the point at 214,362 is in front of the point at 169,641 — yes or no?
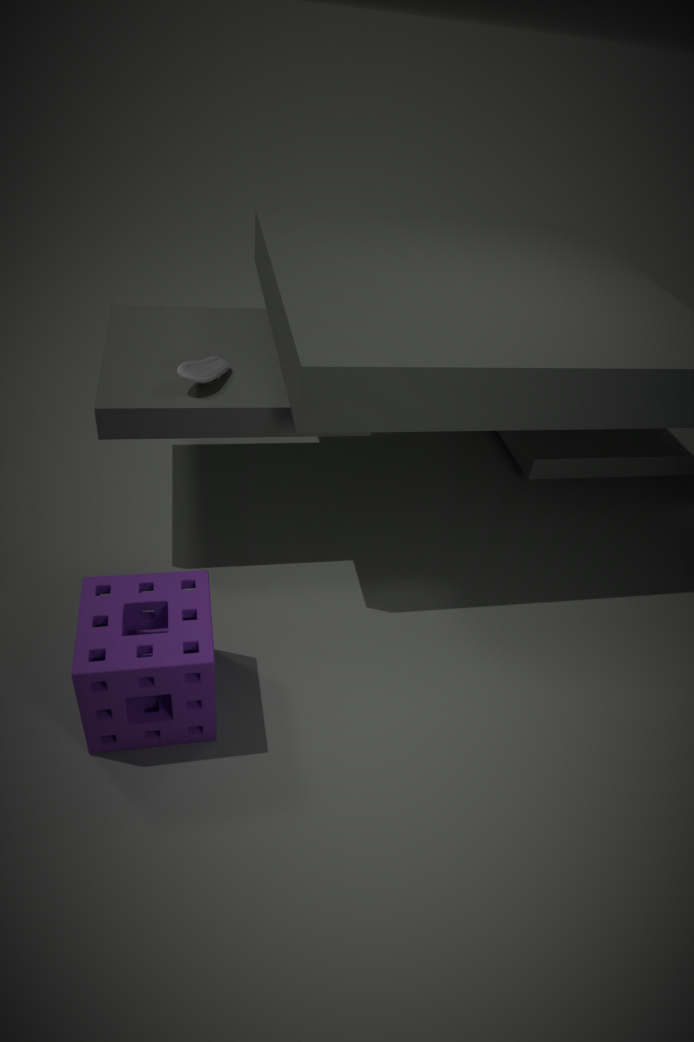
No
